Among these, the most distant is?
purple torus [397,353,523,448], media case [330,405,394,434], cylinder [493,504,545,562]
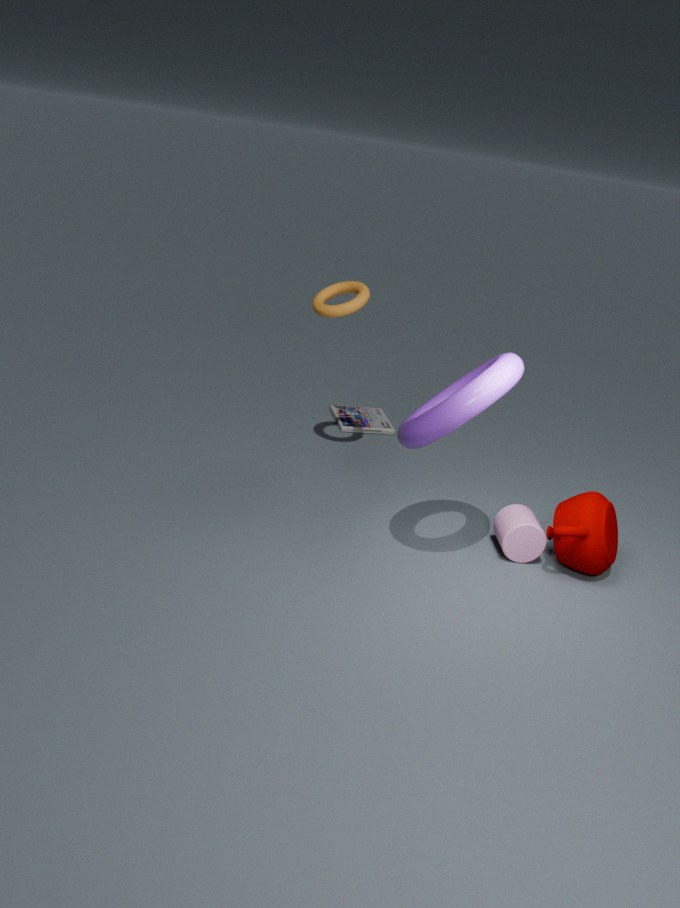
media case [330,405,394,434]
